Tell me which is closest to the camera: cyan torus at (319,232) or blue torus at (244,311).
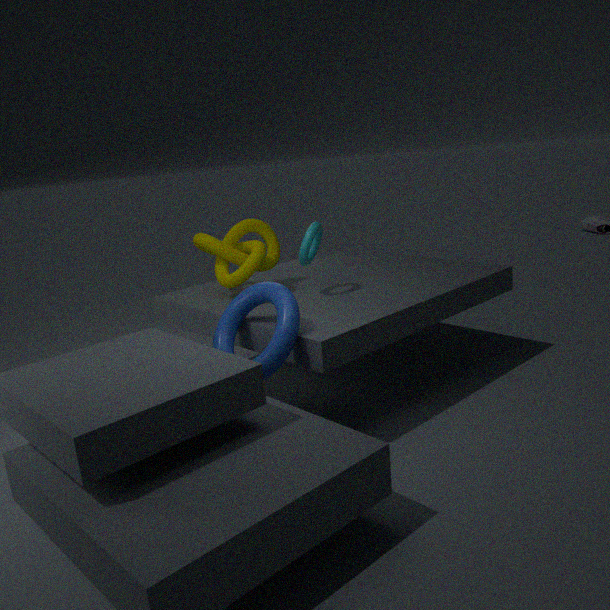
blue torus at (244,311)
